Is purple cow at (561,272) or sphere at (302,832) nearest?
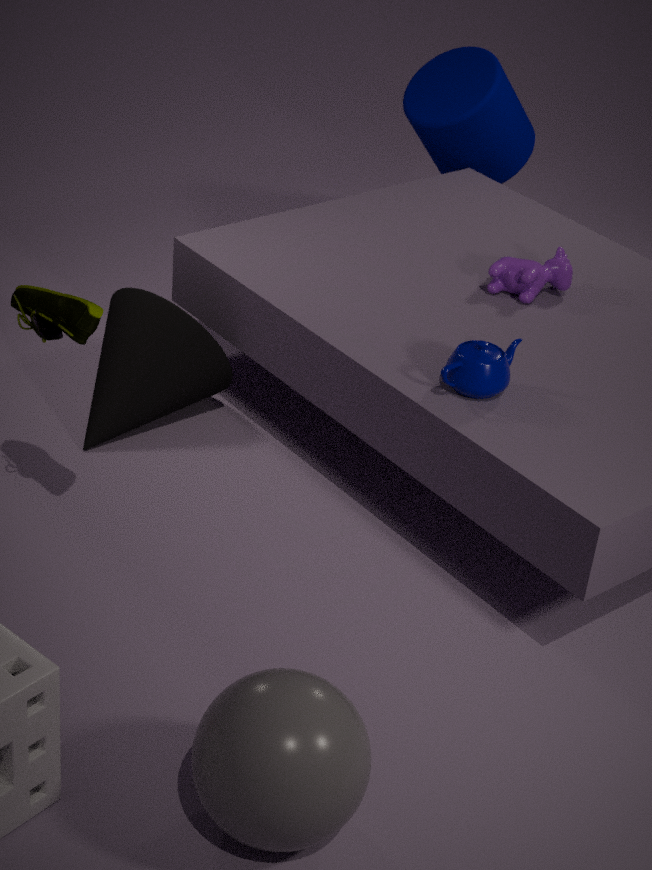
sphere at (302,832)
